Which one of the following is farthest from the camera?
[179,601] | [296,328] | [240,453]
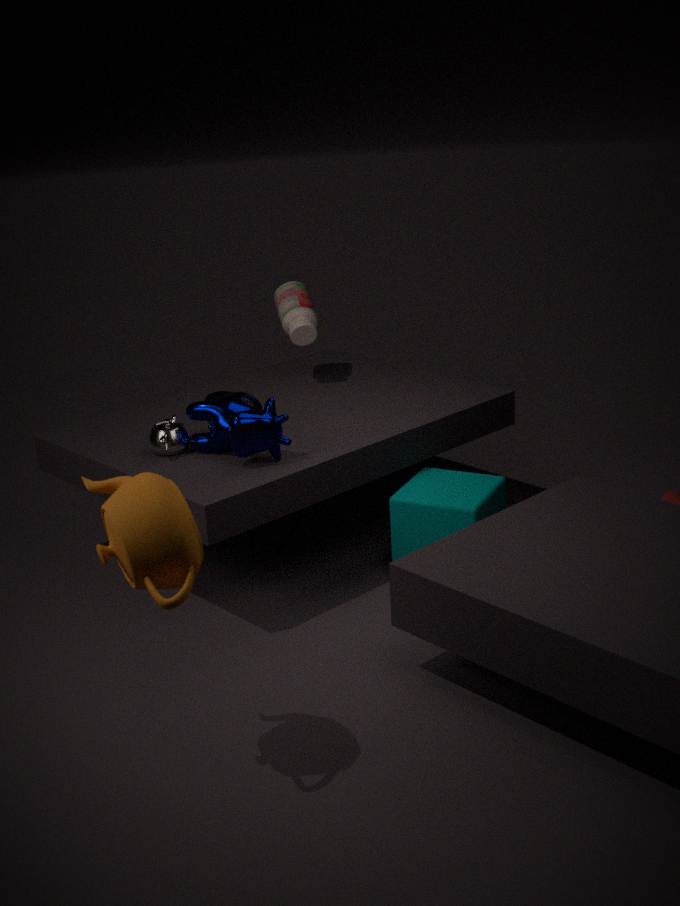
[296,328]
